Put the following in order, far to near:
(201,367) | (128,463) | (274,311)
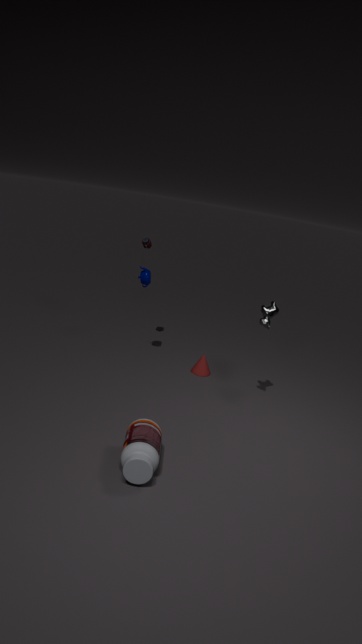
(201,367)
(274,311)
(128,463)
